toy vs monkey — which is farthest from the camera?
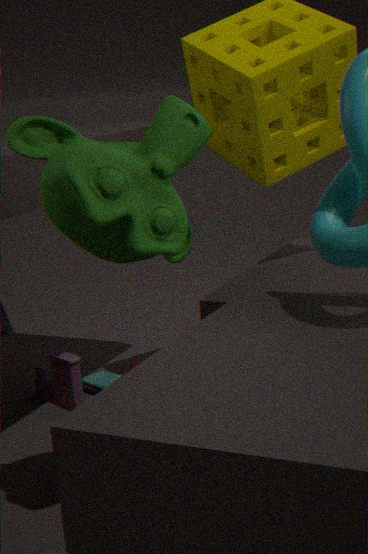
toy
